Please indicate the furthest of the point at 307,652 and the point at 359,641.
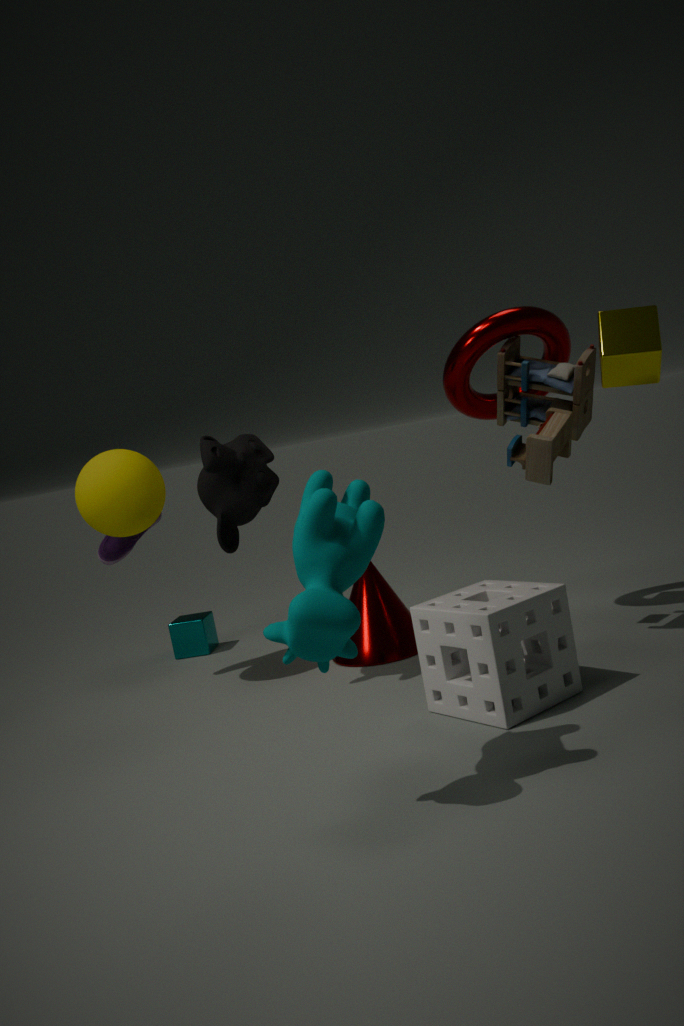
the point at 359,641
